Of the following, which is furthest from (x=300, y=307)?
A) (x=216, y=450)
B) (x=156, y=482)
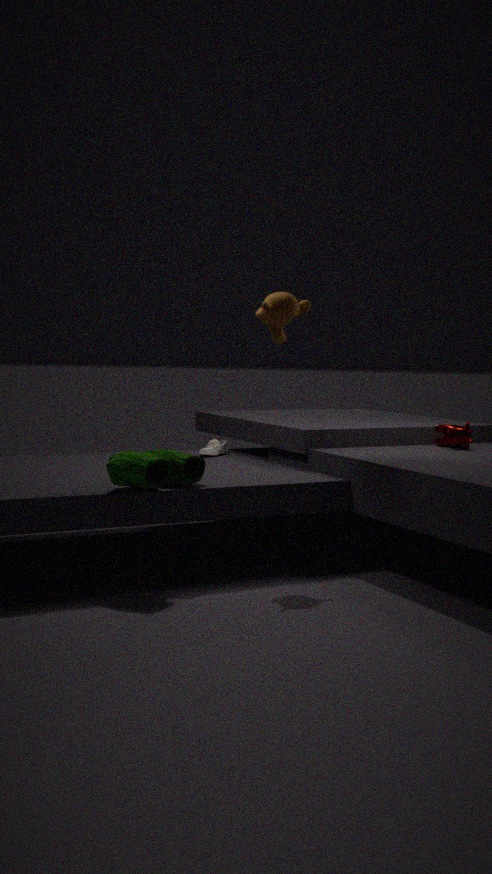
(x=216, y=450)
